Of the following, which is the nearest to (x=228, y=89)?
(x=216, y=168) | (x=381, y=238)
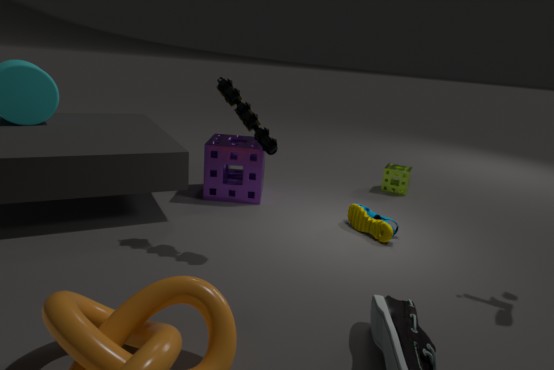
(x=216, y=168)
